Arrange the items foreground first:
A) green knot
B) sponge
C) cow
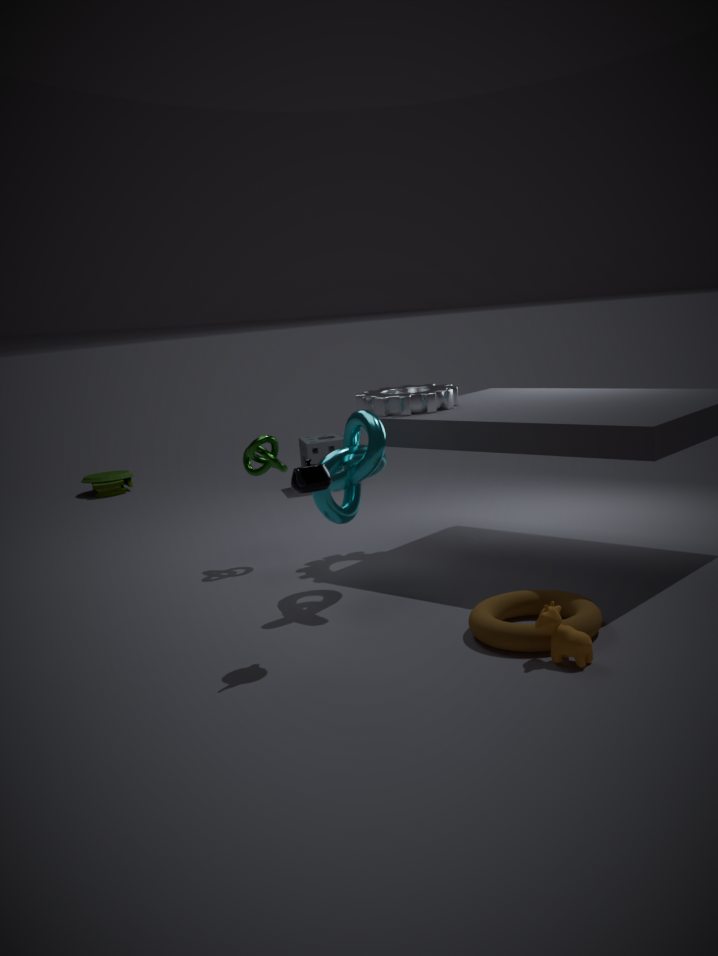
cow → green knot → sponge
